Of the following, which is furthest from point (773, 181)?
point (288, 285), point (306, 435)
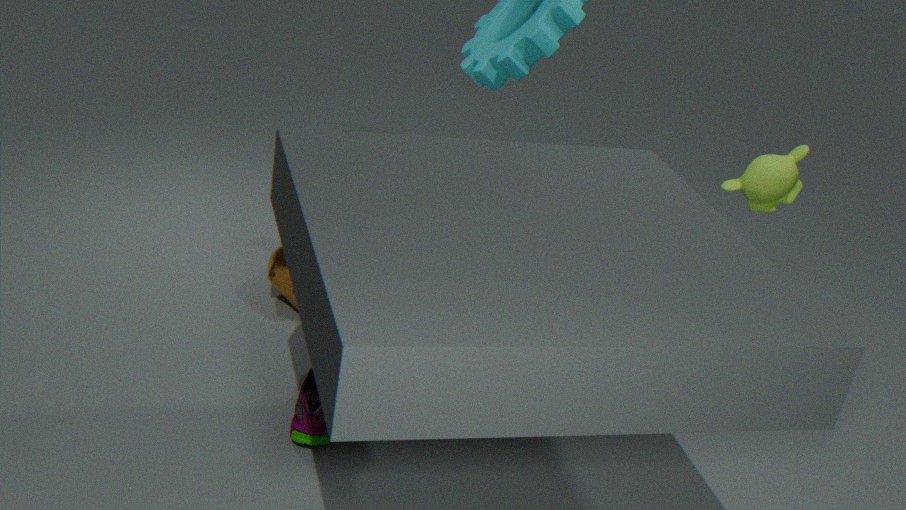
point (288, 285)
